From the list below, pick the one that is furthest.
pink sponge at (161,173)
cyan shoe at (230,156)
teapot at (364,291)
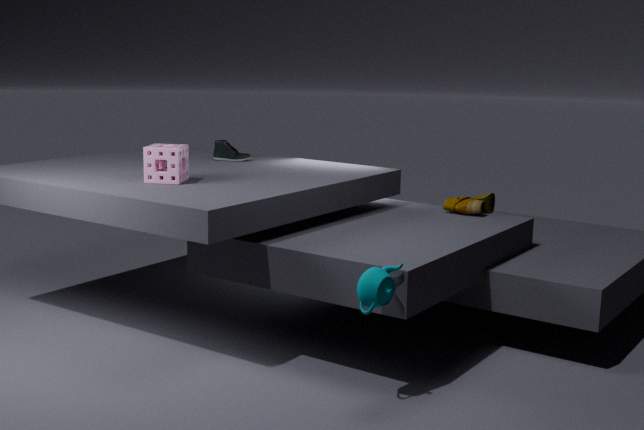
cyan shoe at (230,156)
